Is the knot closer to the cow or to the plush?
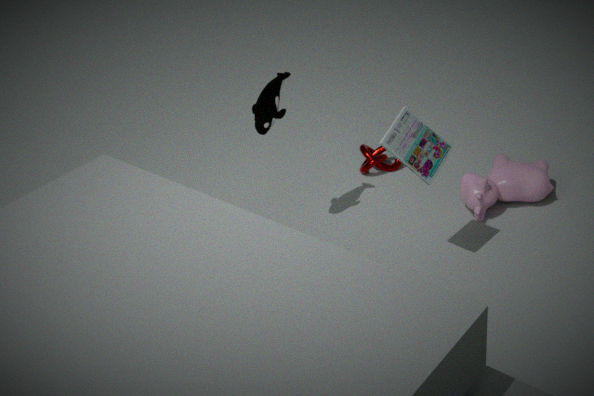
the cow
